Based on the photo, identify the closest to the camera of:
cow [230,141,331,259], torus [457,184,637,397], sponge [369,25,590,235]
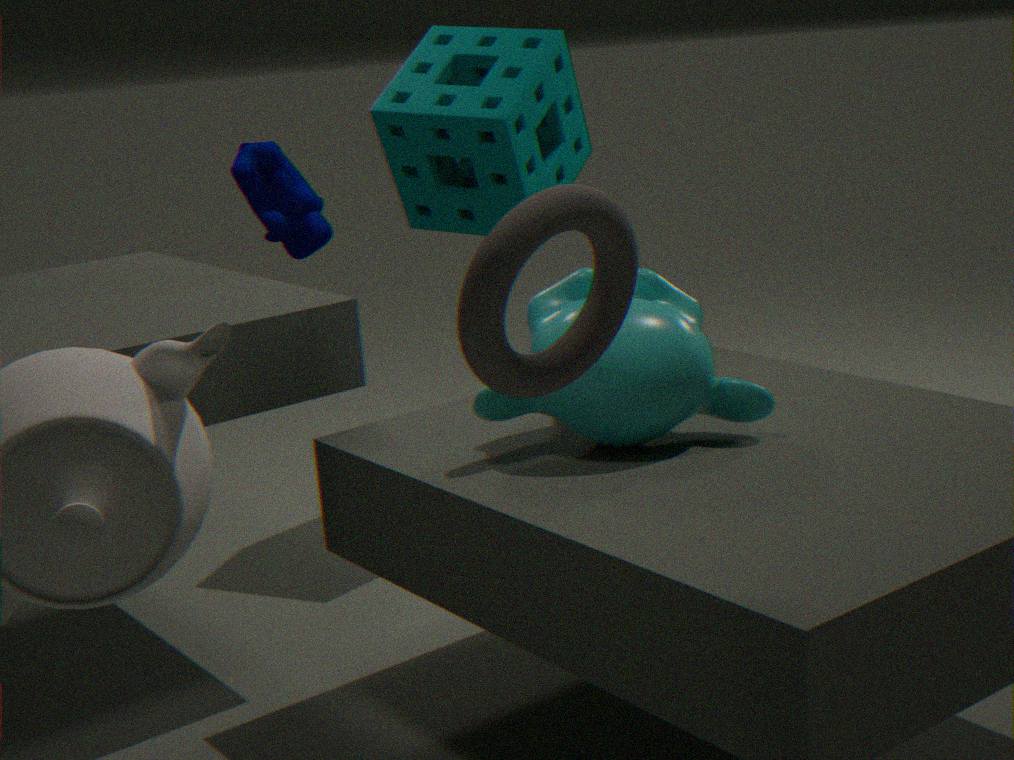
torus [457,184,637,397]
